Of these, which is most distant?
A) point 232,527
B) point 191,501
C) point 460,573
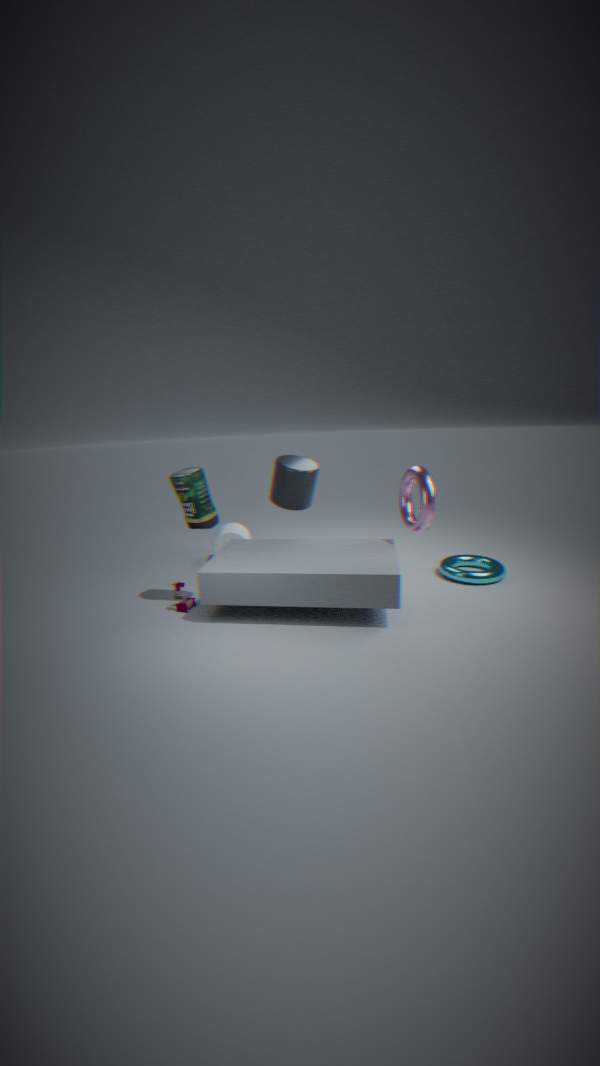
point 232,527
